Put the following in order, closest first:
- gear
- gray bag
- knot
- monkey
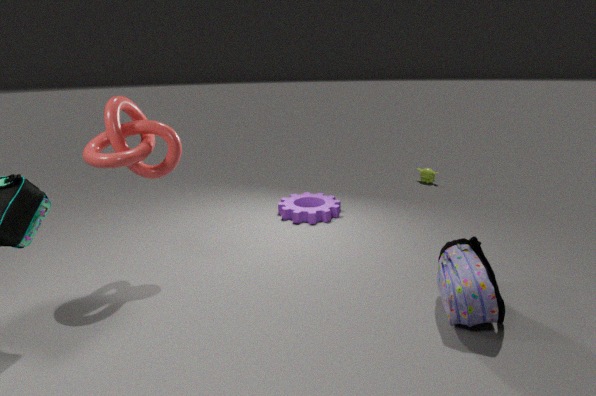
gray bag, knot, gear, monkey
